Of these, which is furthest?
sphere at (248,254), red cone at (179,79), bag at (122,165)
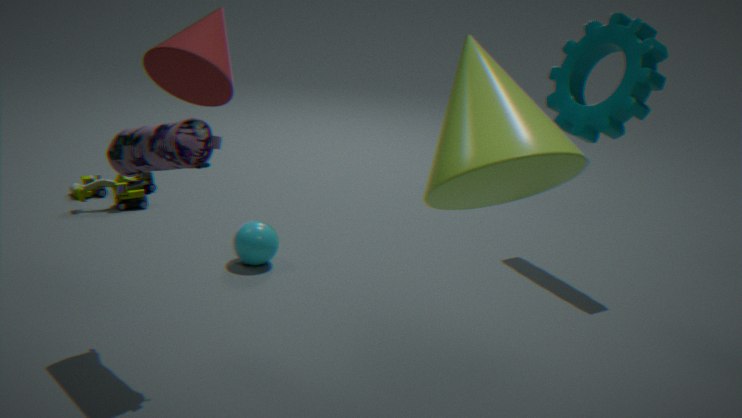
sphere at (248,254)
